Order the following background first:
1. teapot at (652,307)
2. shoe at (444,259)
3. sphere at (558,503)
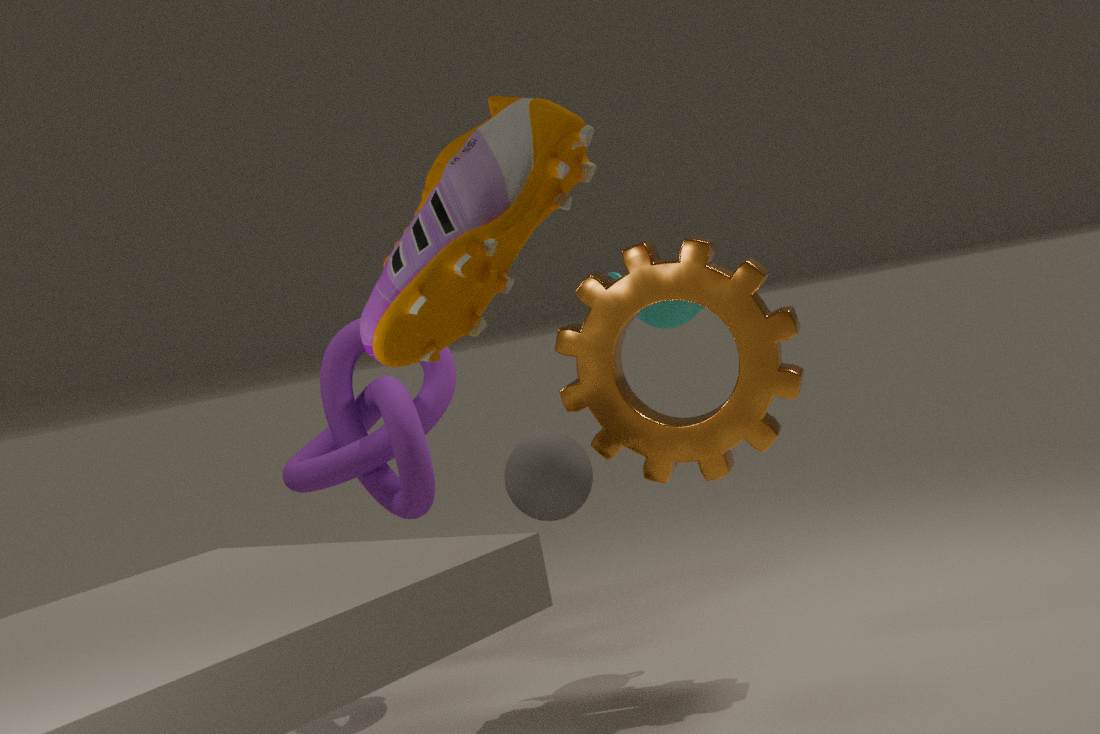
teapot at (652,307) < sphere at (558,503) < shoe at (444,259)
